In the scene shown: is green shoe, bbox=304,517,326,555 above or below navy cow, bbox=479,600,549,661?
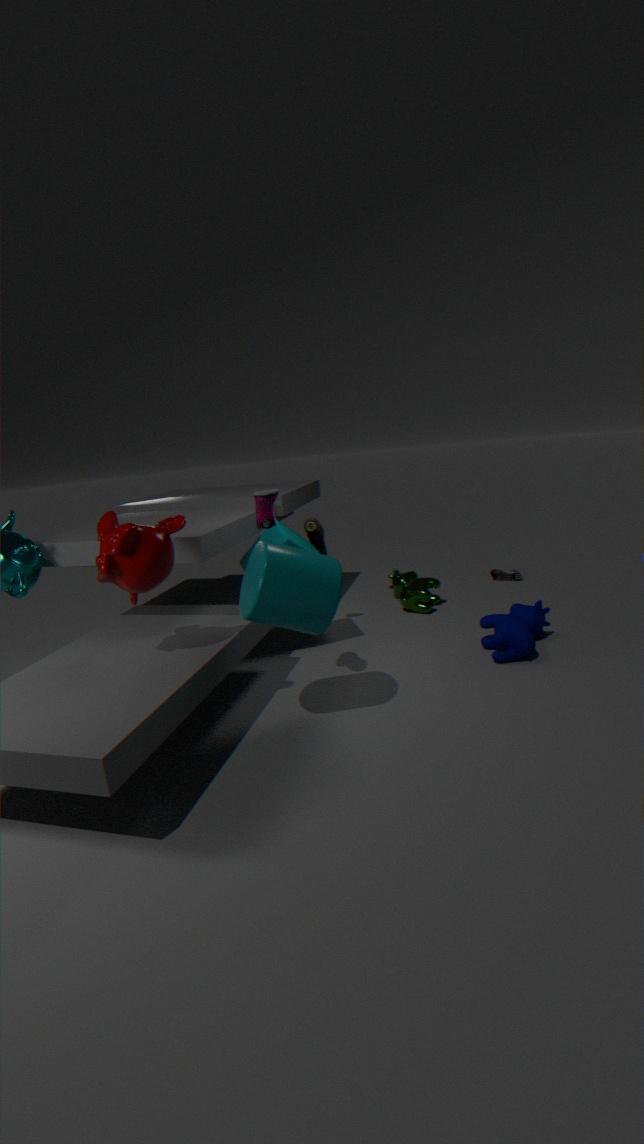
above
